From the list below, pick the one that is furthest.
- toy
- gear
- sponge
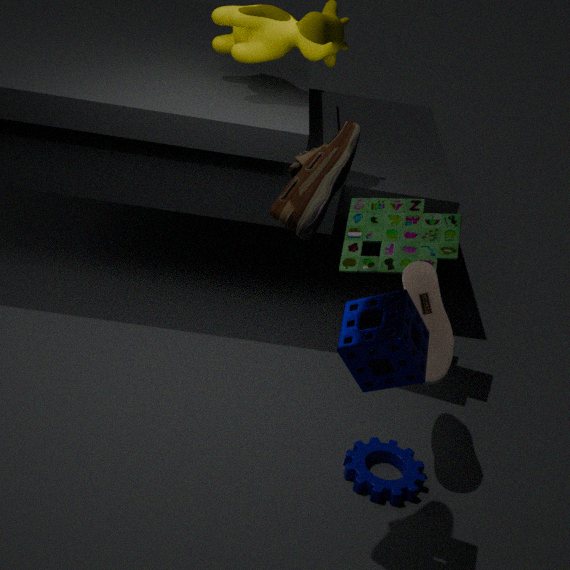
toy
